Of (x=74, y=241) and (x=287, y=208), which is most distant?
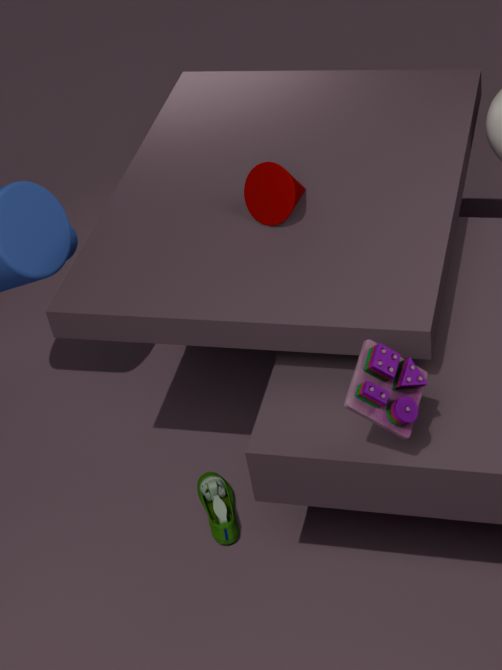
(x=74, y=241)
